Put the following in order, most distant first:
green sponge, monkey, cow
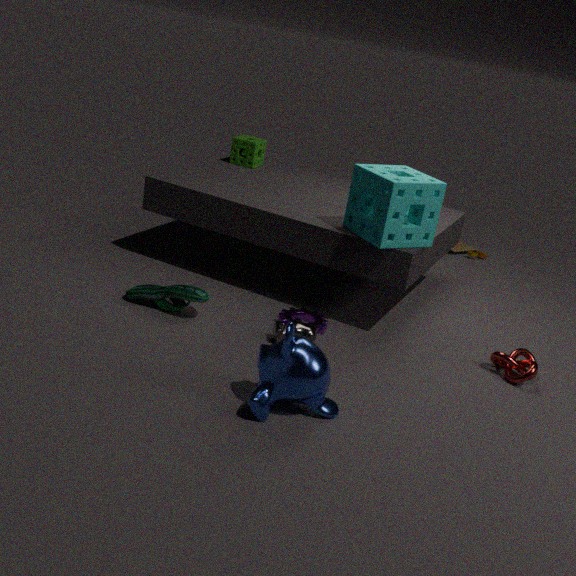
green sponge → cow → monkey
